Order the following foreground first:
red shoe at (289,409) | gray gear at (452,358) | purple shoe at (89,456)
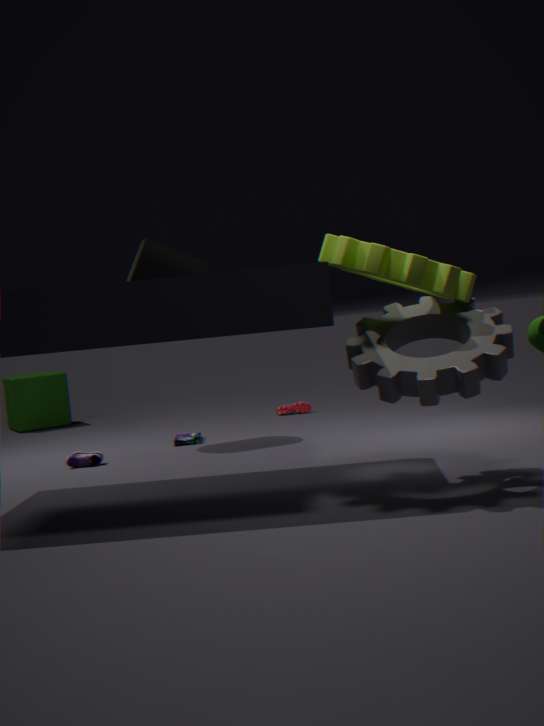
gray gear at (452,358)
purple shoe at (89,456)
red shoe at (289,409)
